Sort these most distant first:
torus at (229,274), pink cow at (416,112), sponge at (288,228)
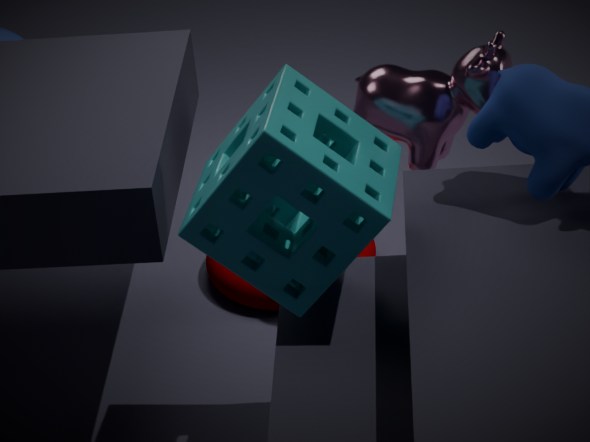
torus at (229,274) < pink cow at (416,112) < sponge at (288,228)
